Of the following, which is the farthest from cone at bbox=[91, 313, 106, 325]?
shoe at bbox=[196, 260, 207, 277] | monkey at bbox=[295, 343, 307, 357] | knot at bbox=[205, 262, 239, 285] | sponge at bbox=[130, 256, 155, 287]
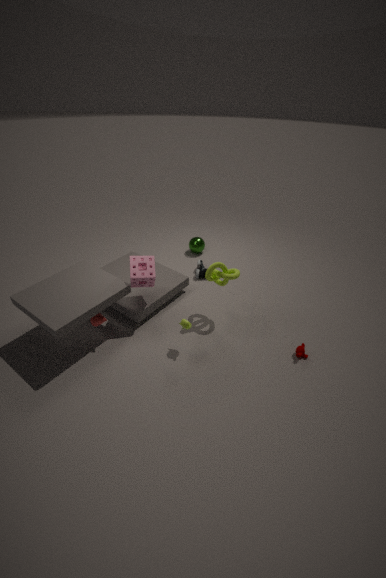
monkey at bbox=[295, 343, 307, 357]
